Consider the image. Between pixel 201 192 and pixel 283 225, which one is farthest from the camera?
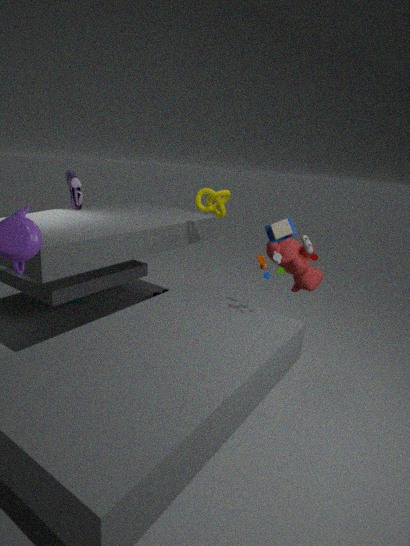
pixel 201 192
